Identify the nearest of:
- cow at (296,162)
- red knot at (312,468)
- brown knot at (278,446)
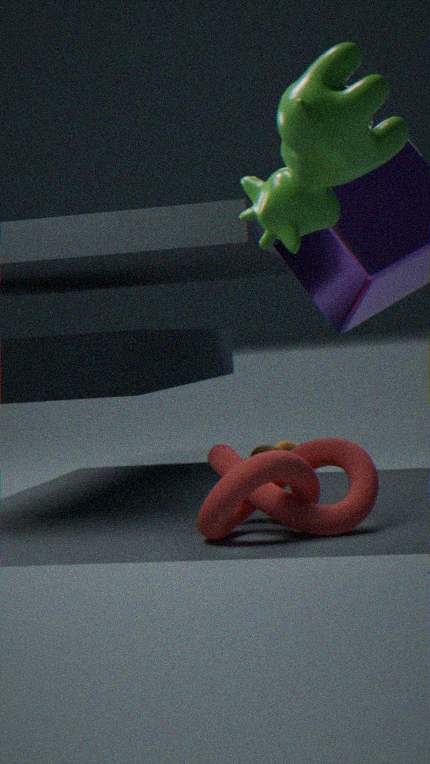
cow at (296,162)
